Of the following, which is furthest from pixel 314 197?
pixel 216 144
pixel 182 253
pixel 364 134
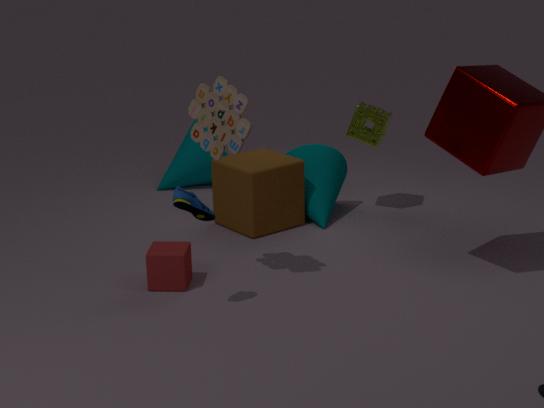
pixel 216 144
